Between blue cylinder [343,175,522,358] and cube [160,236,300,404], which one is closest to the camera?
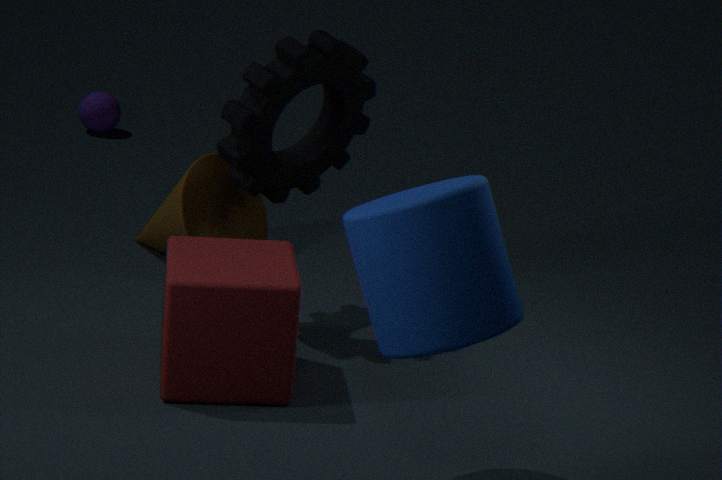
blue cylinder [343,175,522,358]
